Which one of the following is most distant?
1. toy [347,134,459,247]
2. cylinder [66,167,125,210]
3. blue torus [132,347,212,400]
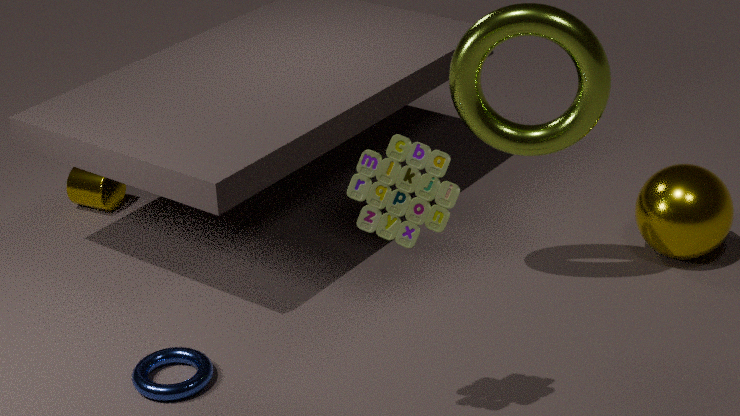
cylinder [66,167,125,210]
